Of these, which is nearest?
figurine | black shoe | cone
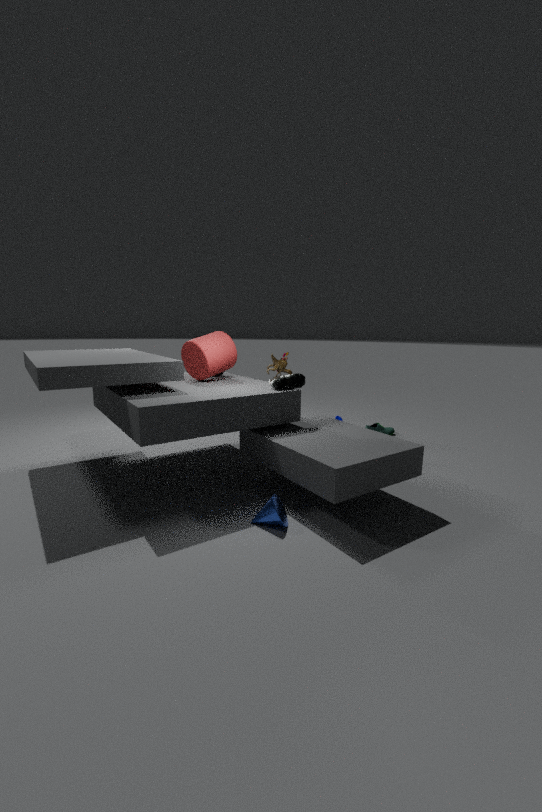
cone
